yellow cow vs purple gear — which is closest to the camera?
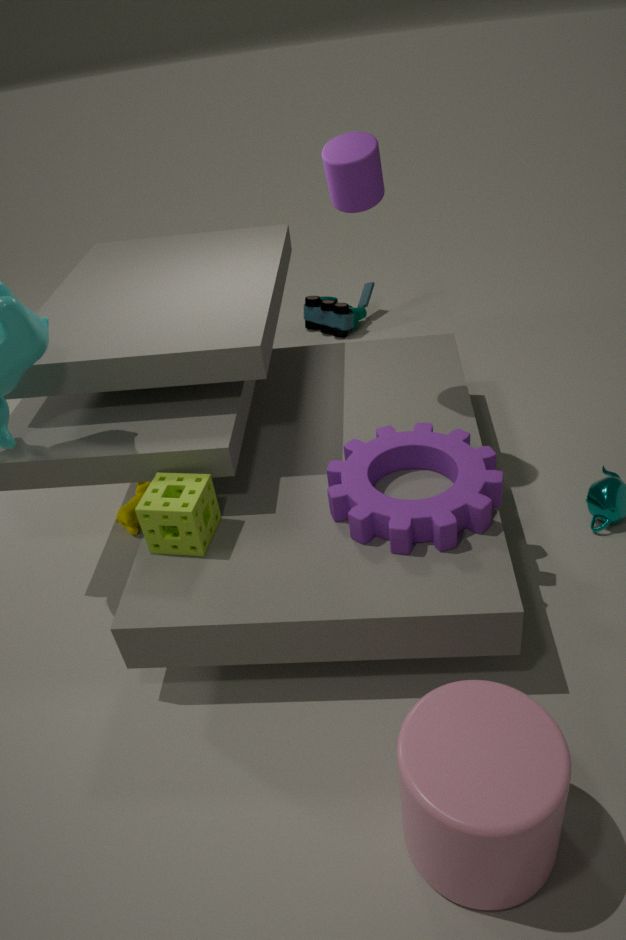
purple gear
